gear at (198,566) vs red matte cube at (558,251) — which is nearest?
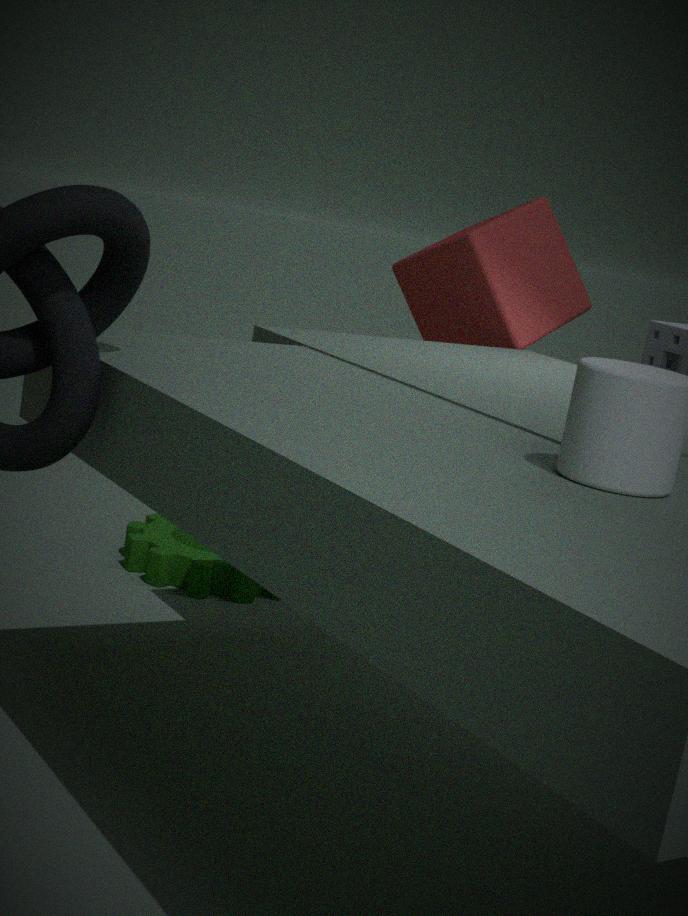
red matte cube at (558,251)
